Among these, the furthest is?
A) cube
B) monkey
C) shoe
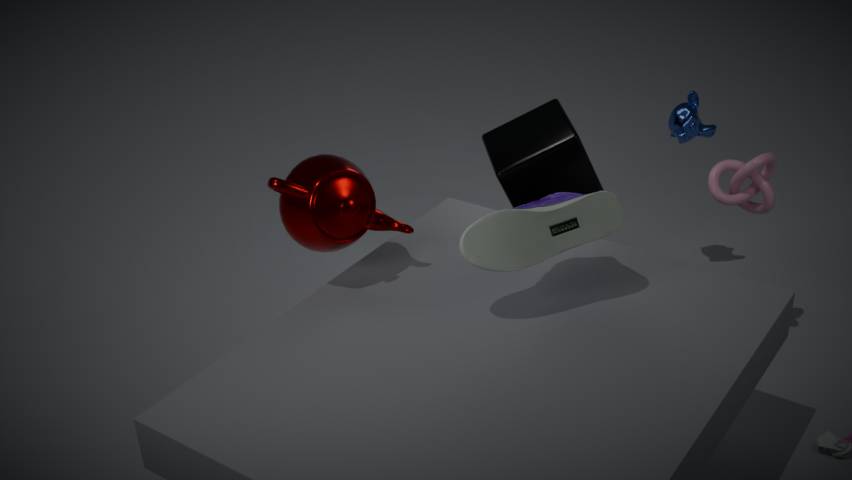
monkey
